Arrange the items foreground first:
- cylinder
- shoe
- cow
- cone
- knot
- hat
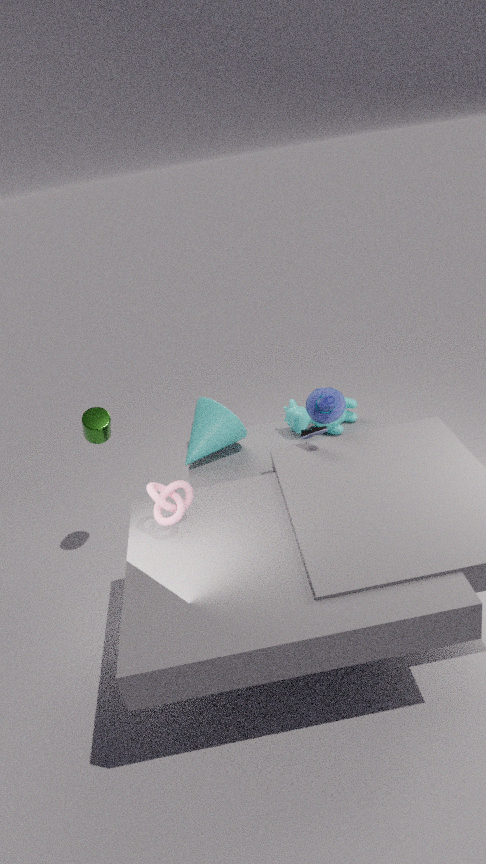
knot < shoe < cylinder < hat < cone < cow
